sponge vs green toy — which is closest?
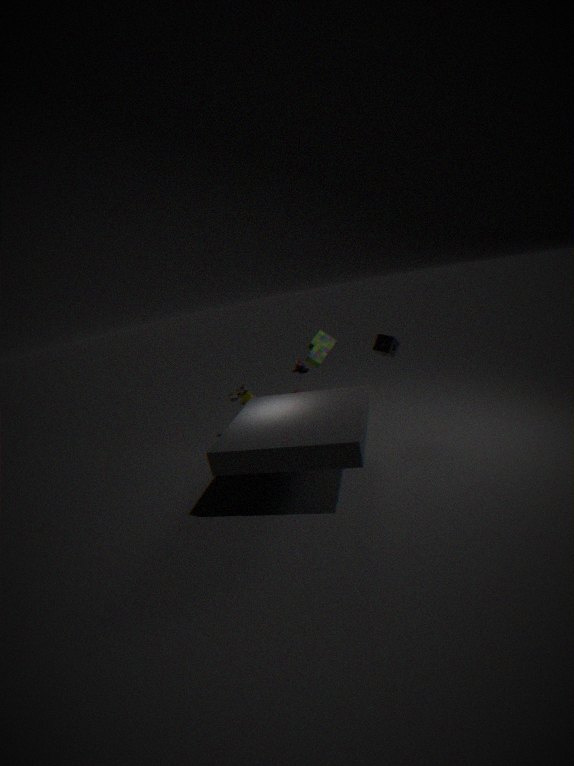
sponge
